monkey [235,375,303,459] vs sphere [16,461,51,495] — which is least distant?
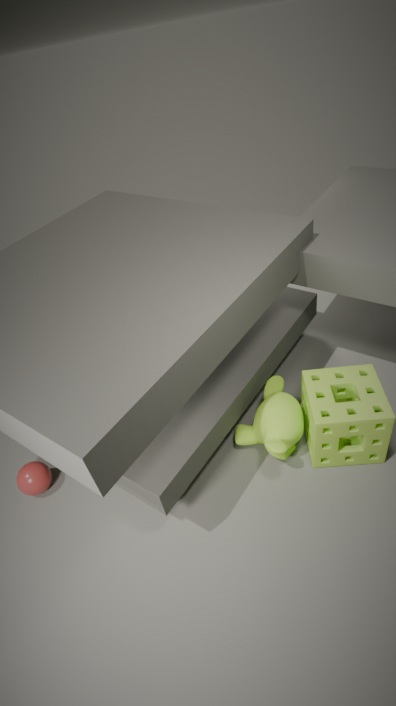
monkey [235,375,303,459]
